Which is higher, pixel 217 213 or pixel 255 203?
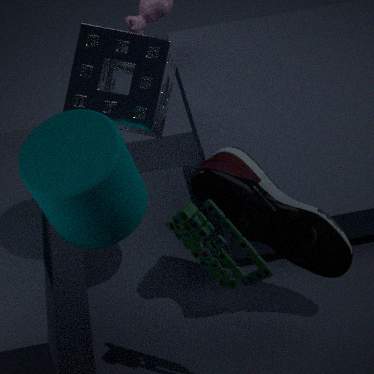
pixel 217 213
